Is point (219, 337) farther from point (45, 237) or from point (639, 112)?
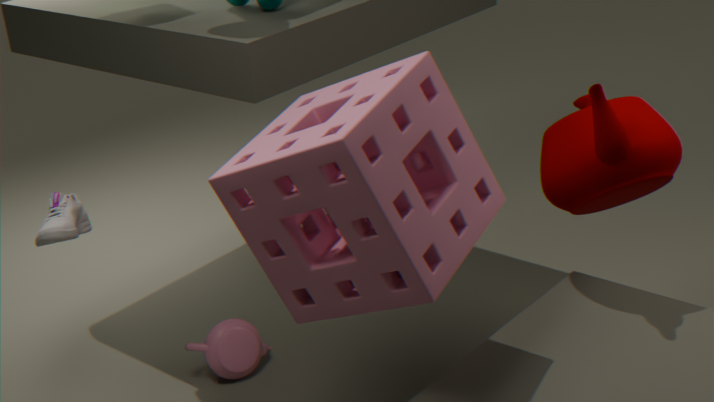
point (639, 112)
